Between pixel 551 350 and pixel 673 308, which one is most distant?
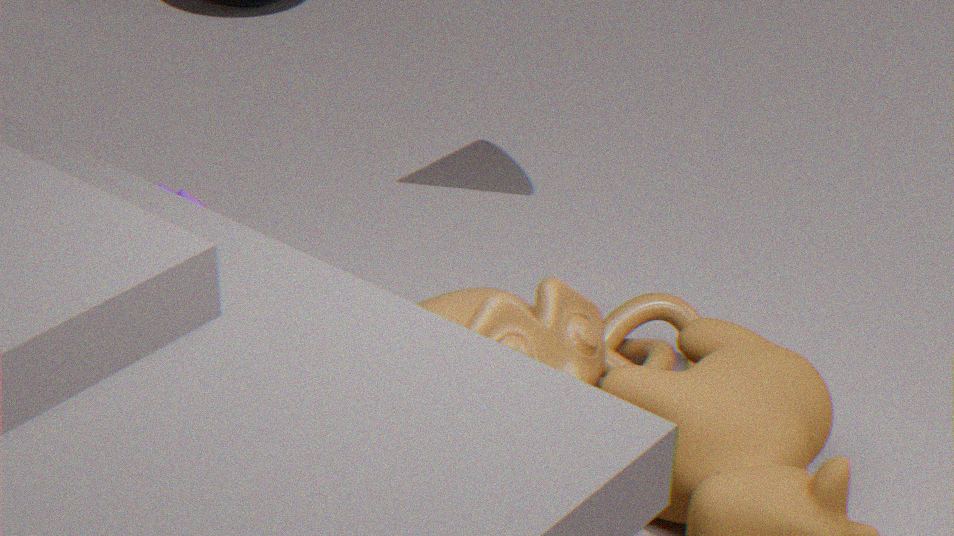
pixel 673 308
